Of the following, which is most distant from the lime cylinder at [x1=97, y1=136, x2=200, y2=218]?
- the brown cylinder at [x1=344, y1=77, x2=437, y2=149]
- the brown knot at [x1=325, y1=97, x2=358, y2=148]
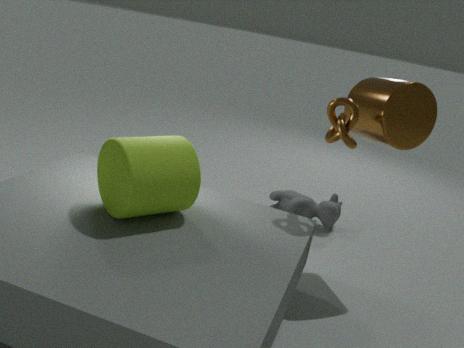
the brown cylinder at [x1=344, y1=77, x2=437, y2=149]
